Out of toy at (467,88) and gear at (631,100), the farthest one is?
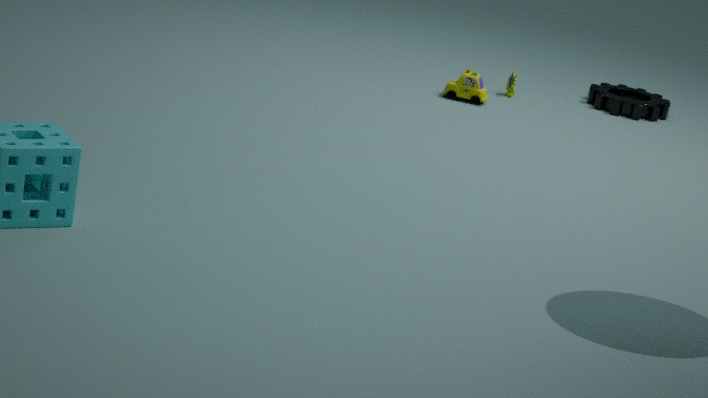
gear at (631,100)
